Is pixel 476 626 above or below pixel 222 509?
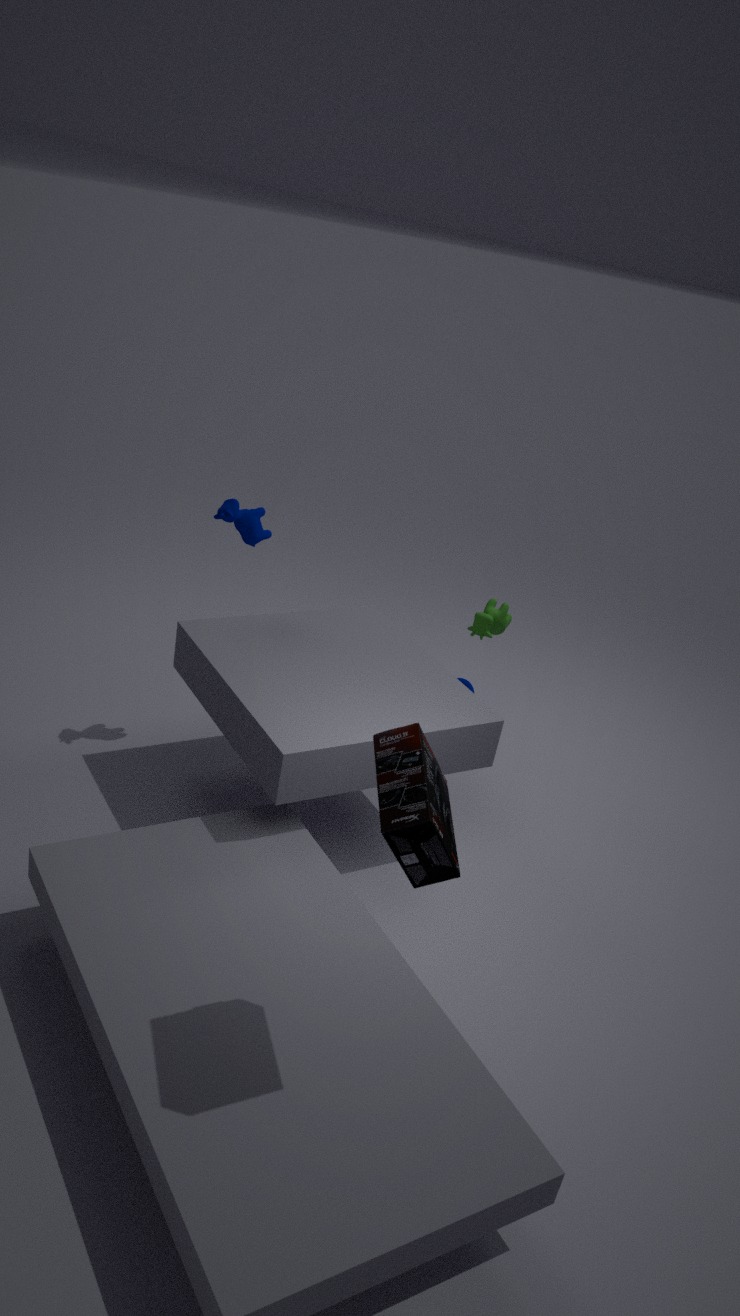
below
